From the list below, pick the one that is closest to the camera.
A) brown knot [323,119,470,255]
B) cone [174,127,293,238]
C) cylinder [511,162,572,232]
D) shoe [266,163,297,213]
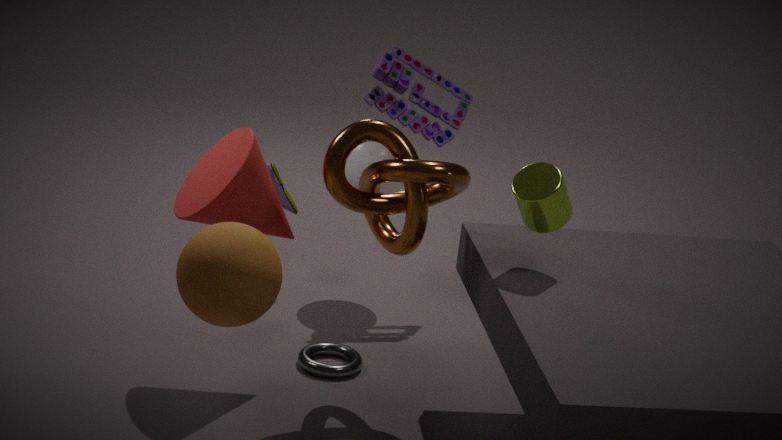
C. cylinder [511,162,572,232]
